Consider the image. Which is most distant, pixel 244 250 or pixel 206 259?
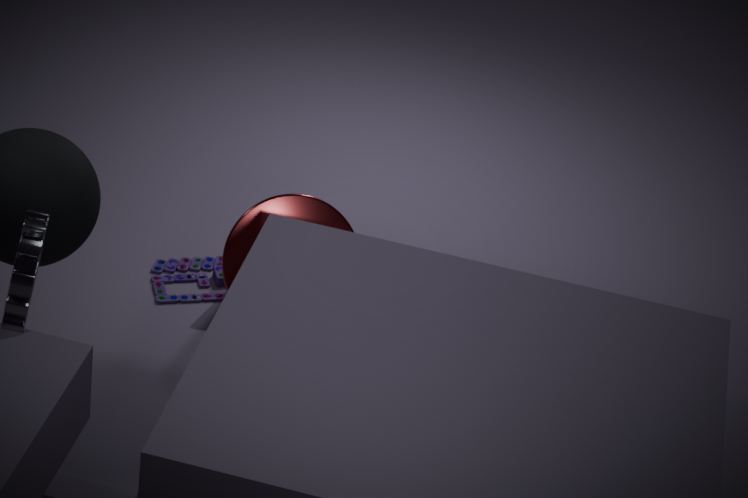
pixel 206 259
